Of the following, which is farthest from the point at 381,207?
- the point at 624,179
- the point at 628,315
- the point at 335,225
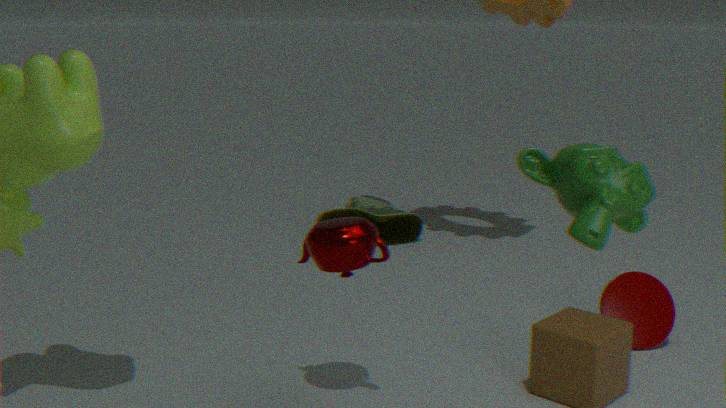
the point at 624,179
